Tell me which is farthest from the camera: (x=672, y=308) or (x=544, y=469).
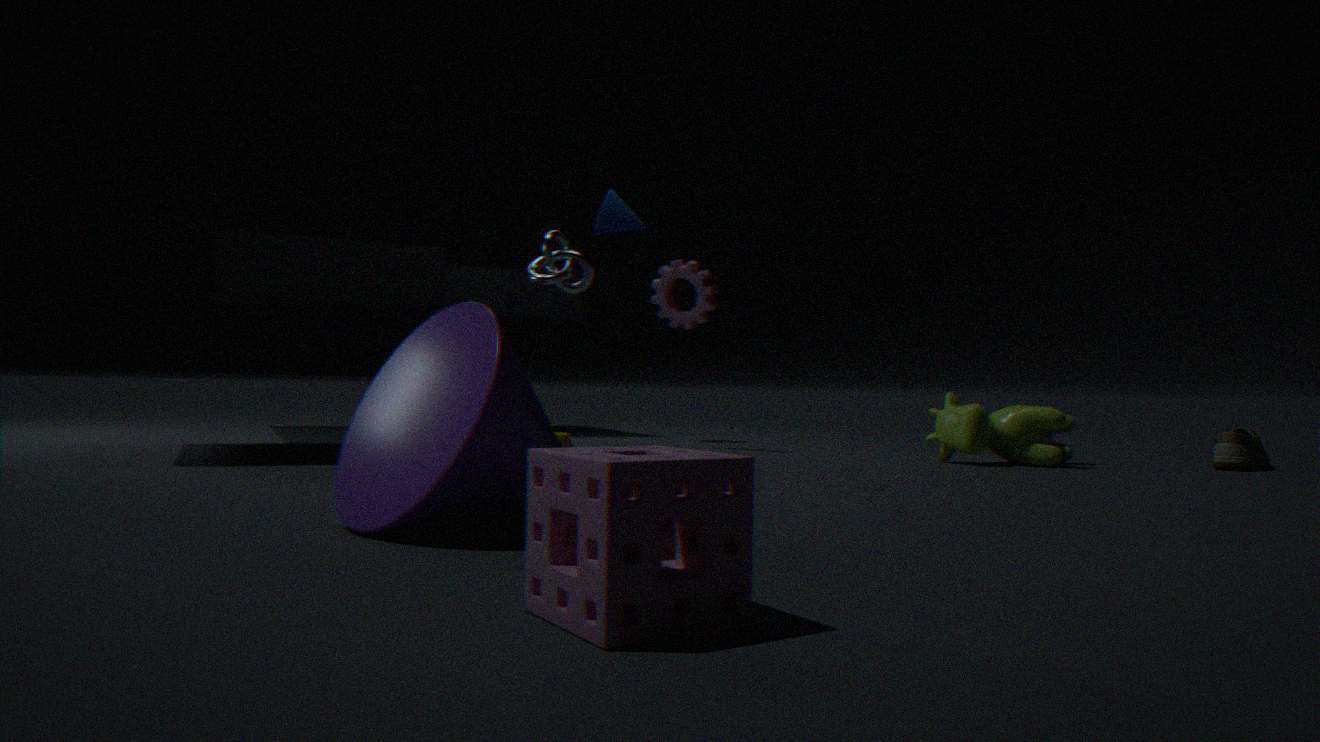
(x=672, y=308)
